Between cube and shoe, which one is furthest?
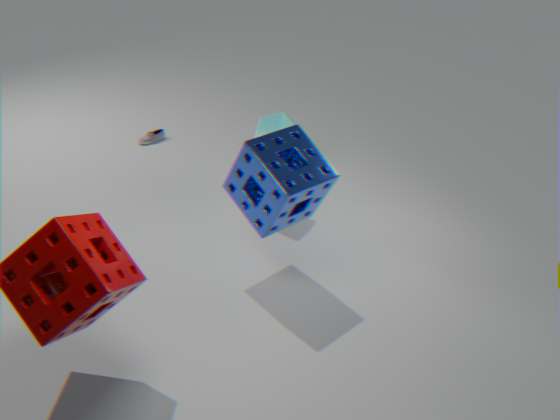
shoe
